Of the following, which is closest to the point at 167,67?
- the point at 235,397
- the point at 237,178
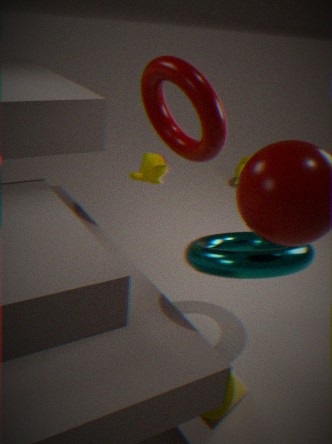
the point at 235,397
